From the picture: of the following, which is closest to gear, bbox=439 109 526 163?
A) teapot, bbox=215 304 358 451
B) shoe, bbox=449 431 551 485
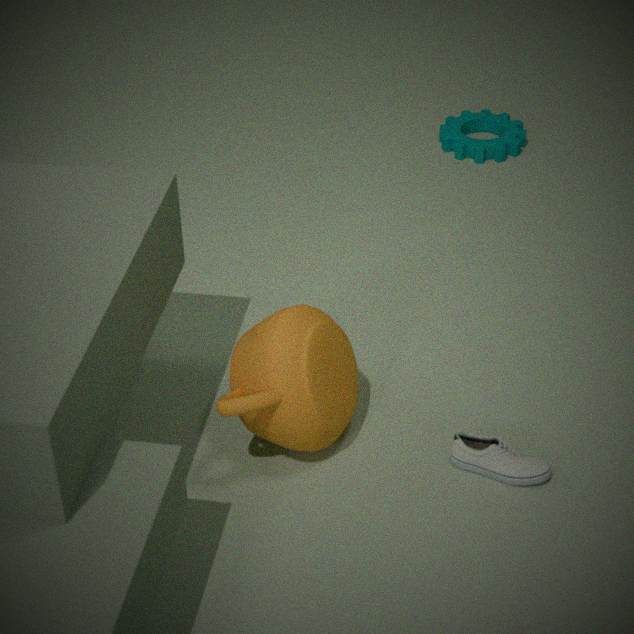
teapot, bbox=215 304 358 451
